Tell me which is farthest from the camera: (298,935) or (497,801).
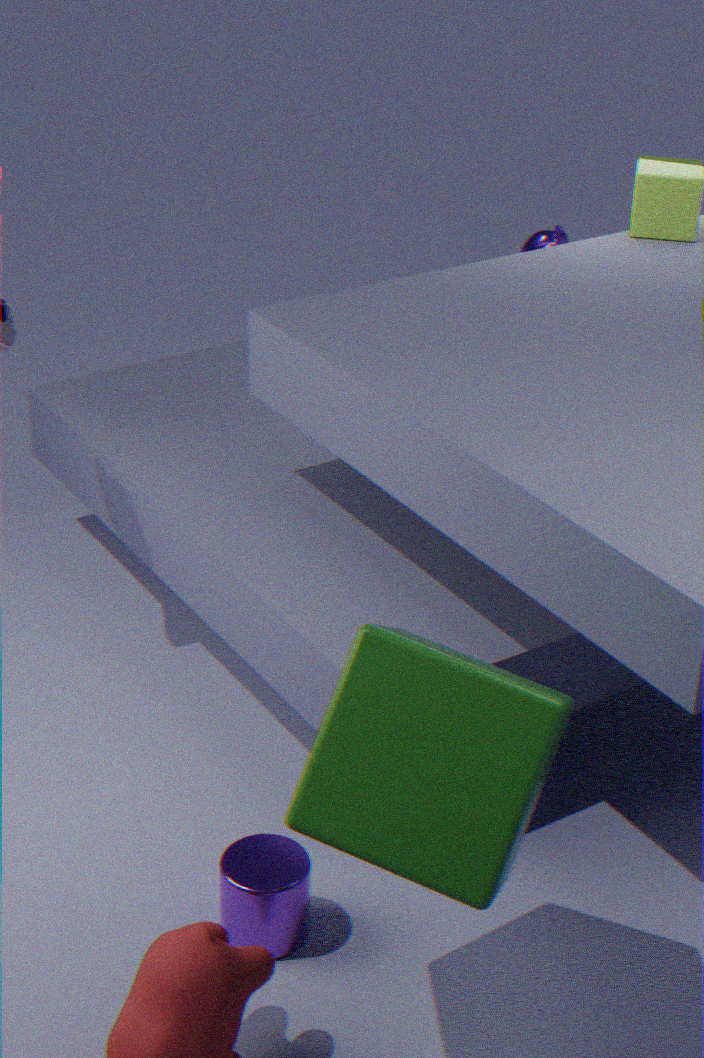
(298,935)
